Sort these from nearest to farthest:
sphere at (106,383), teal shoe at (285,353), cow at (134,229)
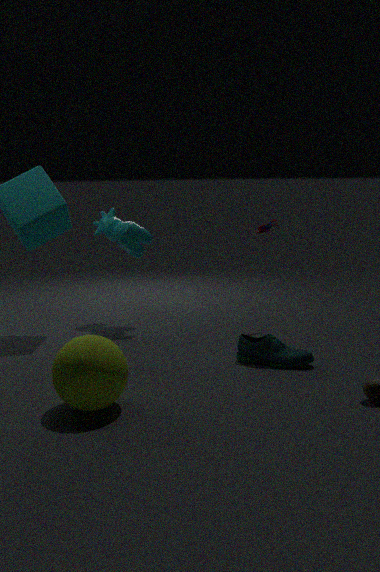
sphere at (106,383)
teal shoe at (285,353)
cow at (134,229)
